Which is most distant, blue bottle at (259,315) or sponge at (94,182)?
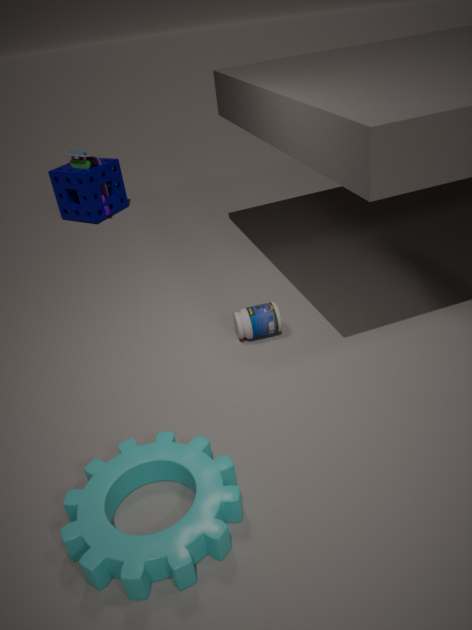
sponge at (94,182)
